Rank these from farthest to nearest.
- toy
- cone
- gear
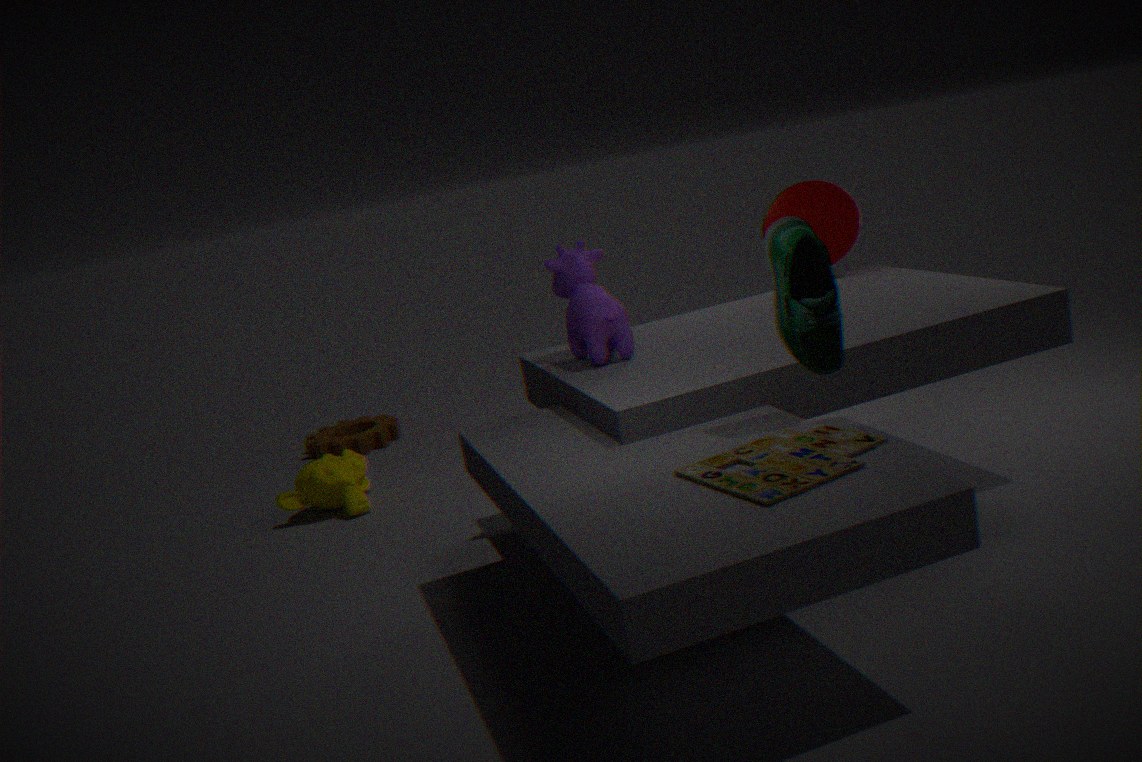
1. gear
2. cone
3. toy
